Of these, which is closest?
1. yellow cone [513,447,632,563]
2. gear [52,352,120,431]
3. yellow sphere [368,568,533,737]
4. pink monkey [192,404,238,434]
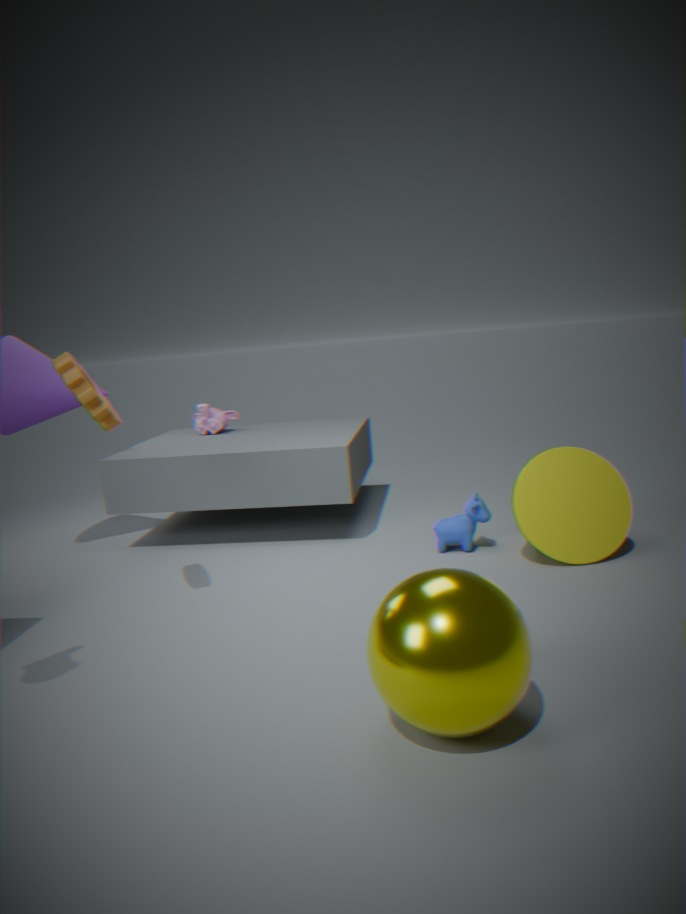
yellow sphere [368,568,533,737]
